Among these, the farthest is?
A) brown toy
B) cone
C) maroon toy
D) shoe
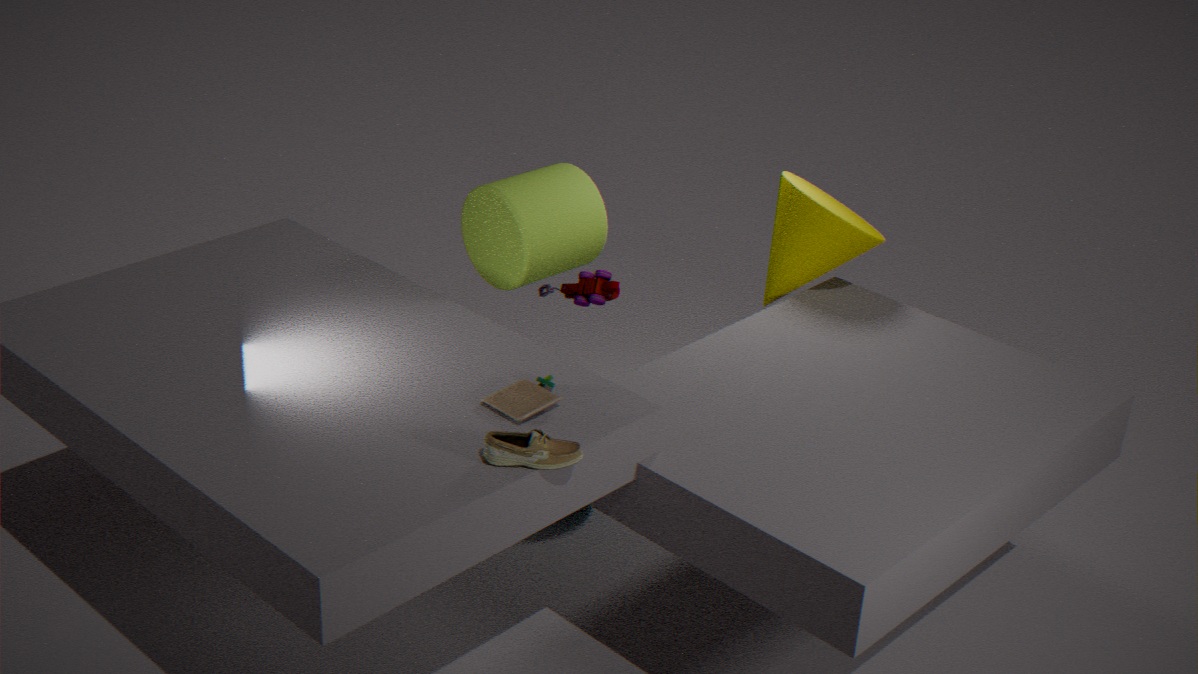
maroon toy
